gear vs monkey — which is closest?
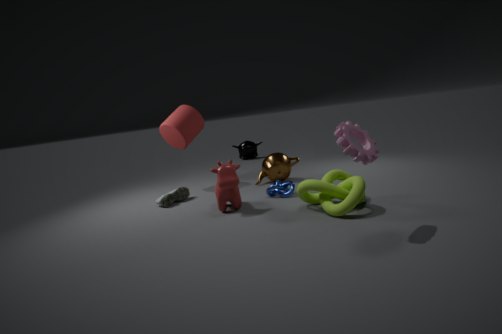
gear
